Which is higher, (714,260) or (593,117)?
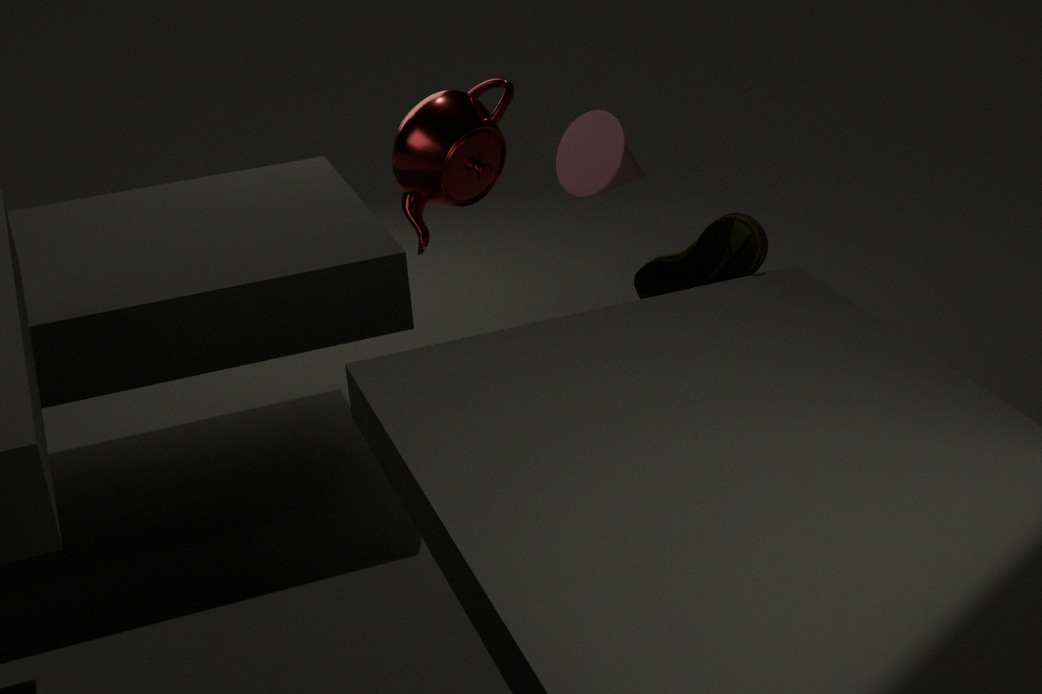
(593,117)
